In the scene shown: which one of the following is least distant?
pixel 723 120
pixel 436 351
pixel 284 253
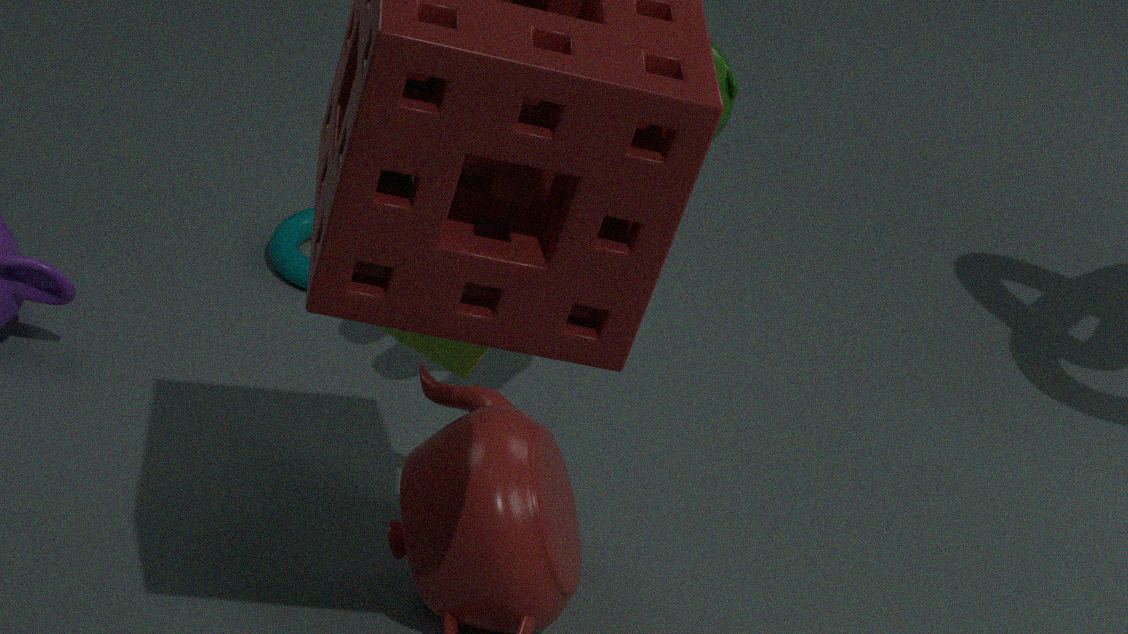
pixel 436 351
